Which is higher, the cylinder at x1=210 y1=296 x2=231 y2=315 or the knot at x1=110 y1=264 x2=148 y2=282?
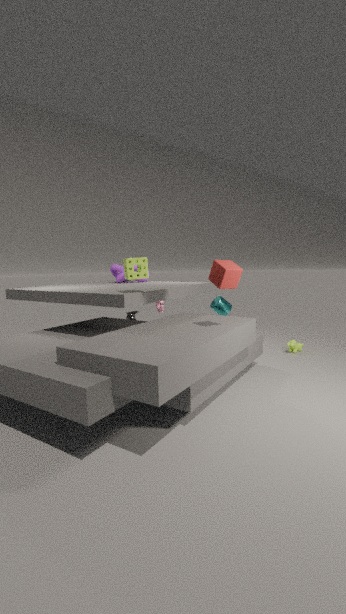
the knot at x1=110 y1=264 x2=148 y2=282
